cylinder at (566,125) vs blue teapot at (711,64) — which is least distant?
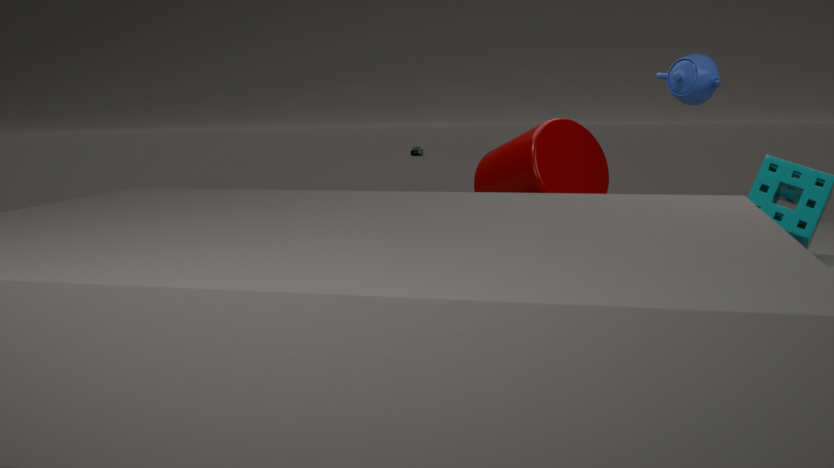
blue teapot at (711,64)
